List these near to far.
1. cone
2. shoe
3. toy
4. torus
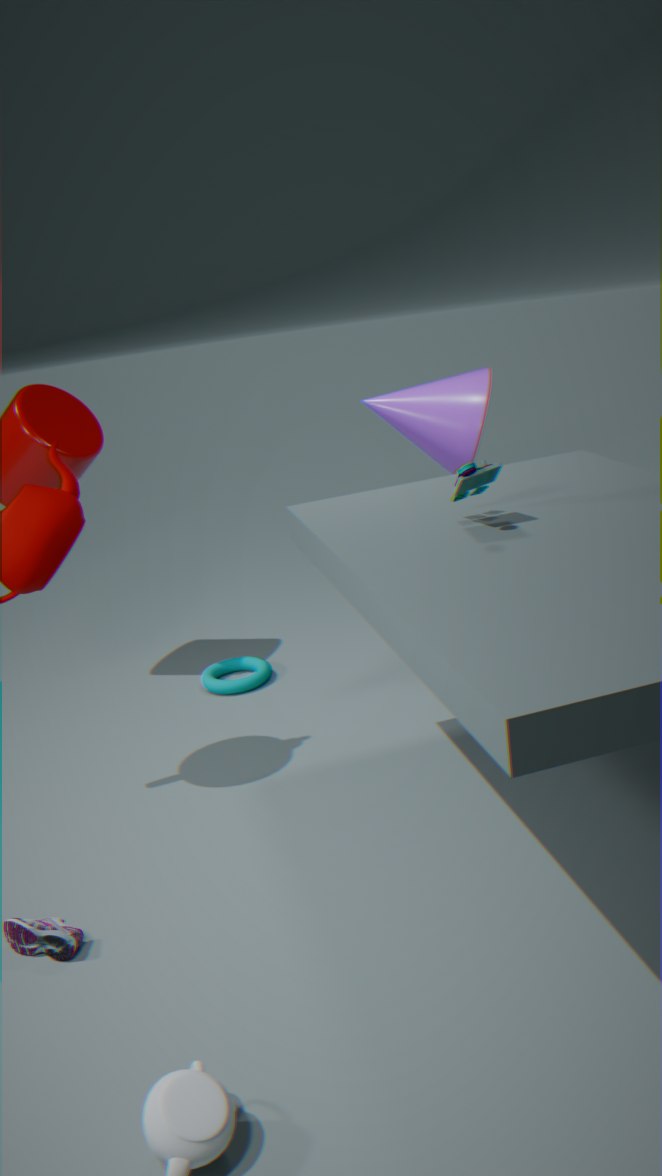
shoe → toy → cone → torus
